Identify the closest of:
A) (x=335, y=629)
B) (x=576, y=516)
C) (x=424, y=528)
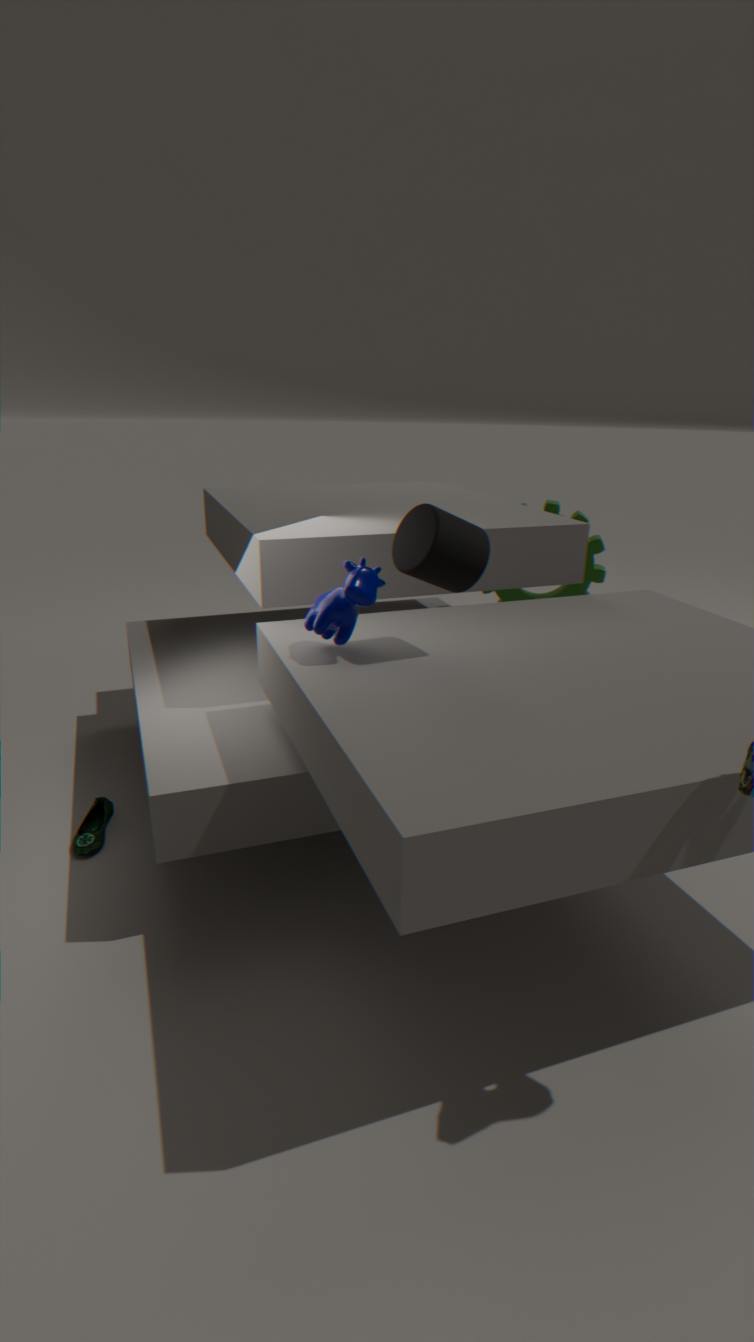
(x=424, y=528)
